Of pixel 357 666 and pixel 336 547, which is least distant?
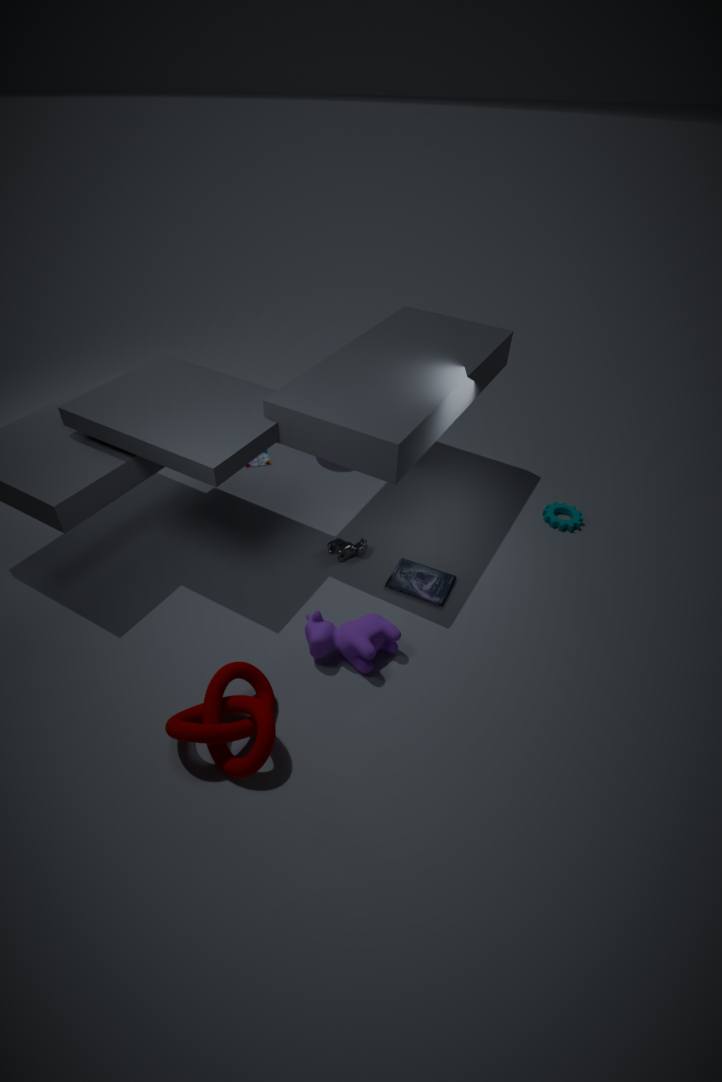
pixel 357 666
